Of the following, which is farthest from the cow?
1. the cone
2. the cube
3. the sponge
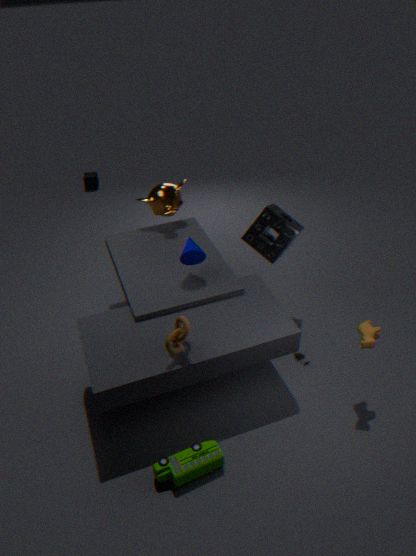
the cube
